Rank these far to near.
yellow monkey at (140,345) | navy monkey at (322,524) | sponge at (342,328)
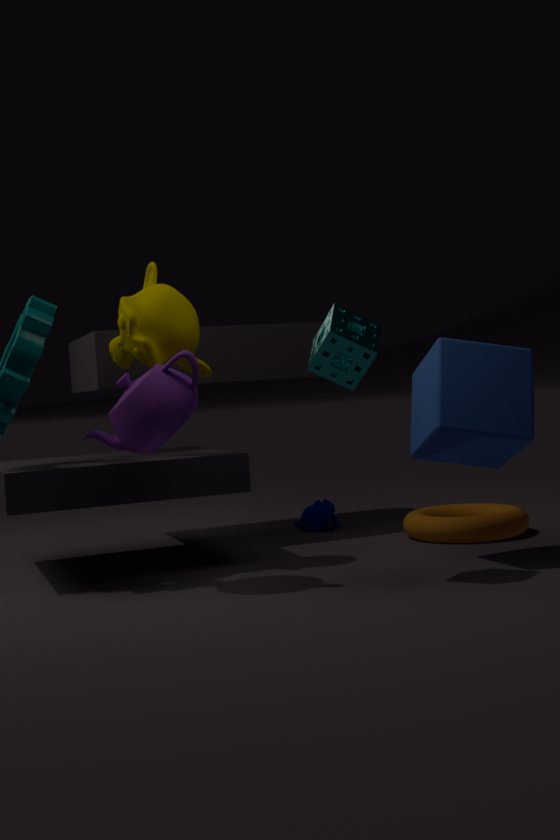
navy monkey at (322,524) → yellow monkey at (140,345) → sponge at (342,328)
